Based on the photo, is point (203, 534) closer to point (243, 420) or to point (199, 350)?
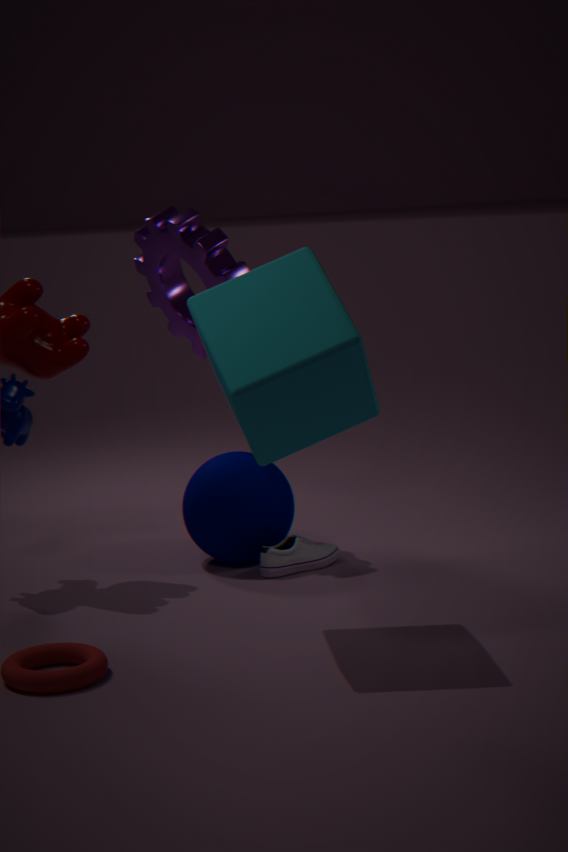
point (199, 350)
